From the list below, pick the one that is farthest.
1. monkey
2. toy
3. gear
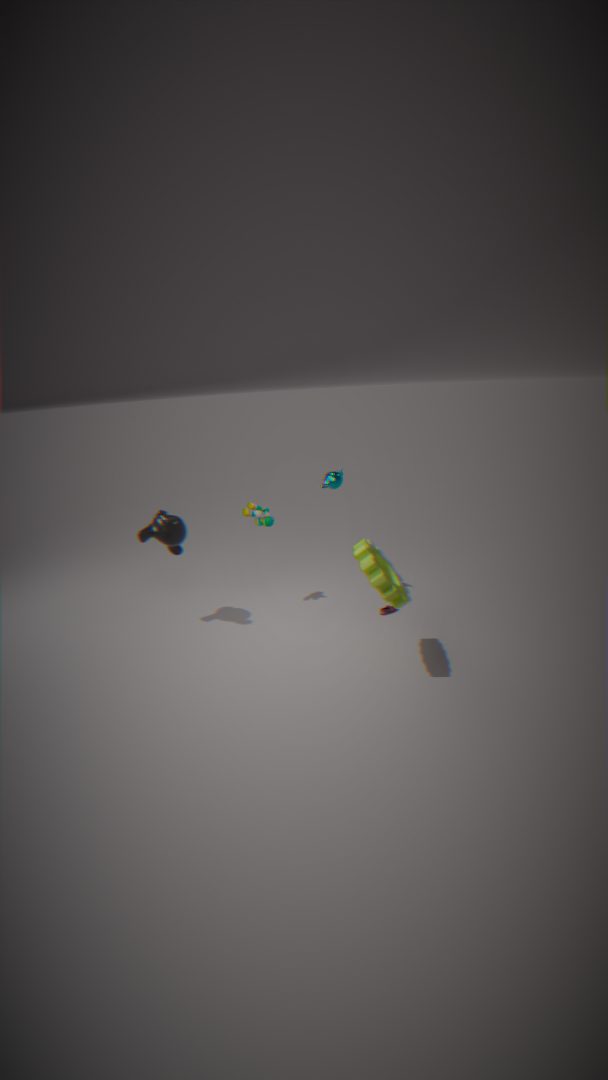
toy
